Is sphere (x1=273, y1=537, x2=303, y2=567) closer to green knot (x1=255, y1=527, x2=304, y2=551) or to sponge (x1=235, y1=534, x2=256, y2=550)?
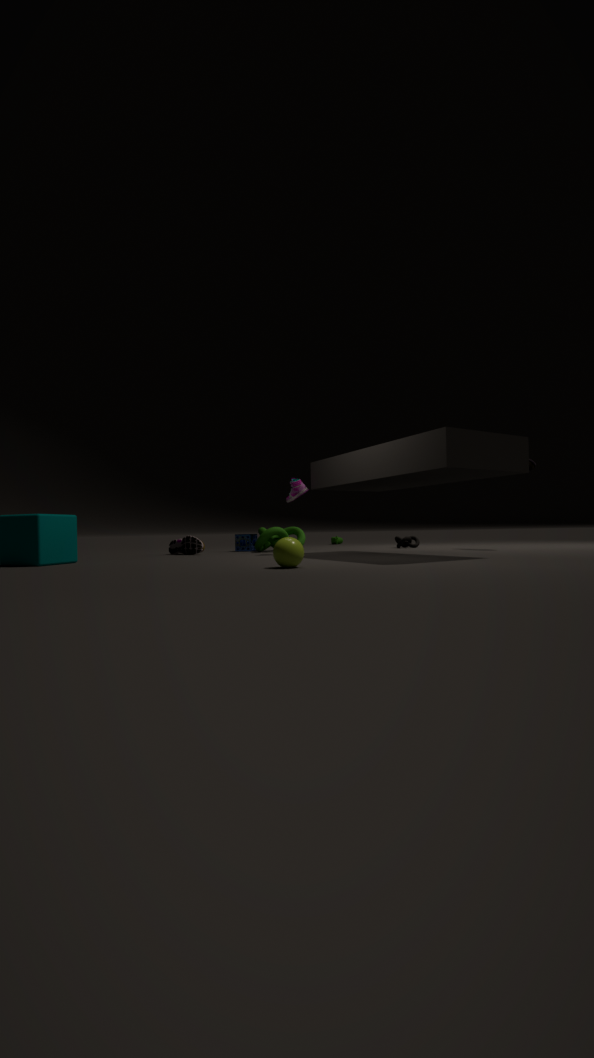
green knot (x1=255, y1=527, x2=304, y2=551)
